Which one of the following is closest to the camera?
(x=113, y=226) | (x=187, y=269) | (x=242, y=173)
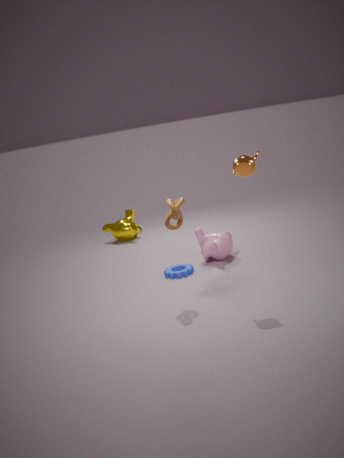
(x=242, y=173)
